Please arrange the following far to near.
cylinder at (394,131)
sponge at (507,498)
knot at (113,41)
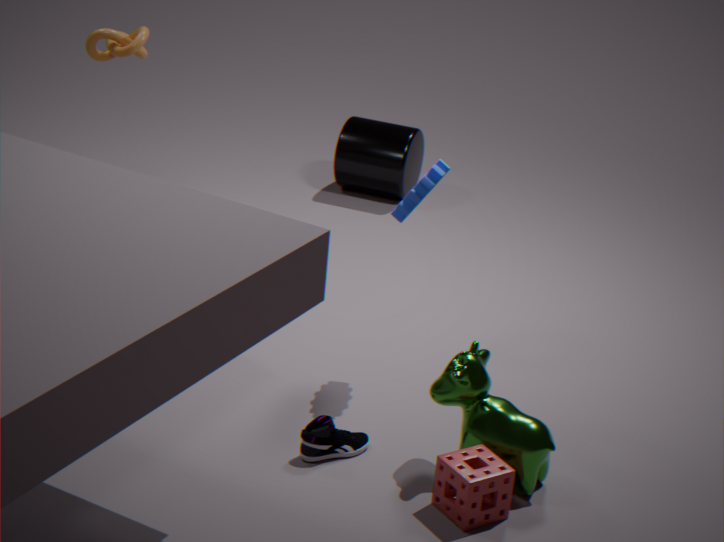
1. cylinder at (394,131)
2. knot at (113,41)
3. sponge at (507,498)
